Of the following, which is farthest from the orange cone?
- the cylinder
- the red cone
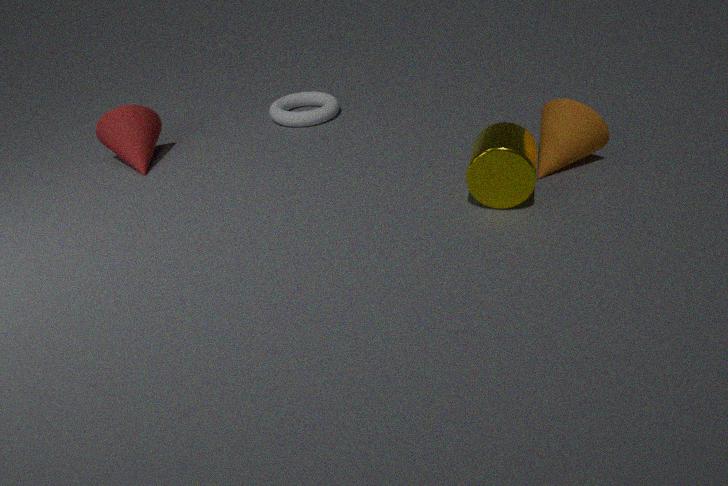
the red cone
